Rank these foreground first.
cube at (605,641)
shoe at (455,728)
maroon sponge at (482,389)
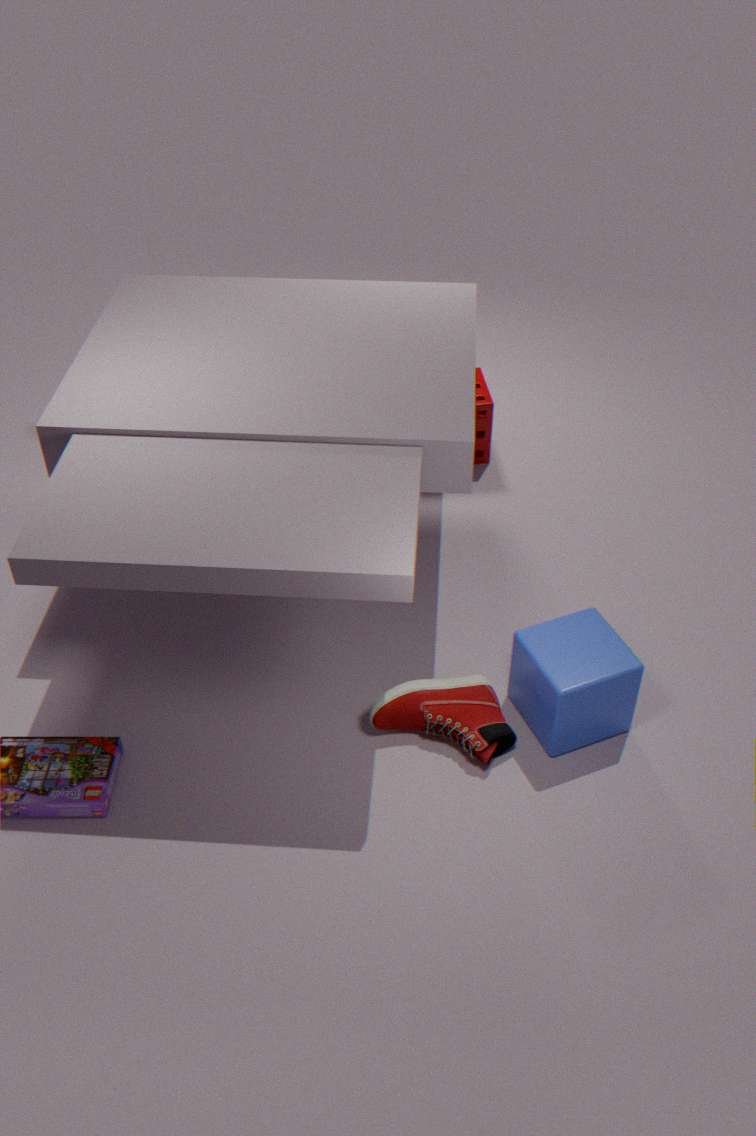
cube at (605,641)
shoe at (455,728)
maroon sponge at (482,389)
